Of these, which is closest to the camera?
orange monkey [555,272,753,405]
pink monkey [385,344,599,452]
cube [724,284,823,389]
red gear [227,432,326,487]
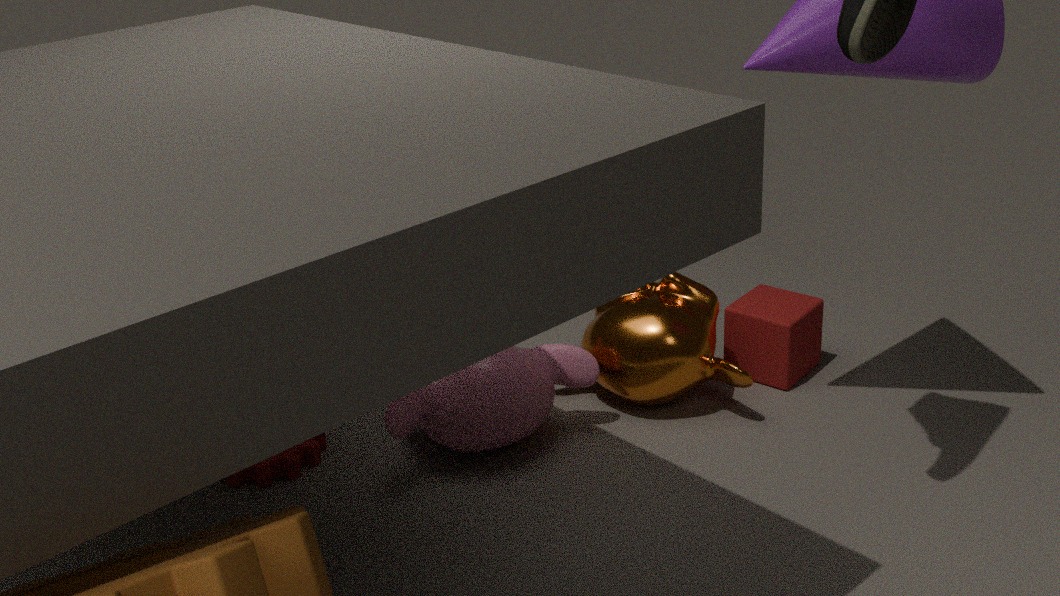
pink monkey [385,344,599,452]
